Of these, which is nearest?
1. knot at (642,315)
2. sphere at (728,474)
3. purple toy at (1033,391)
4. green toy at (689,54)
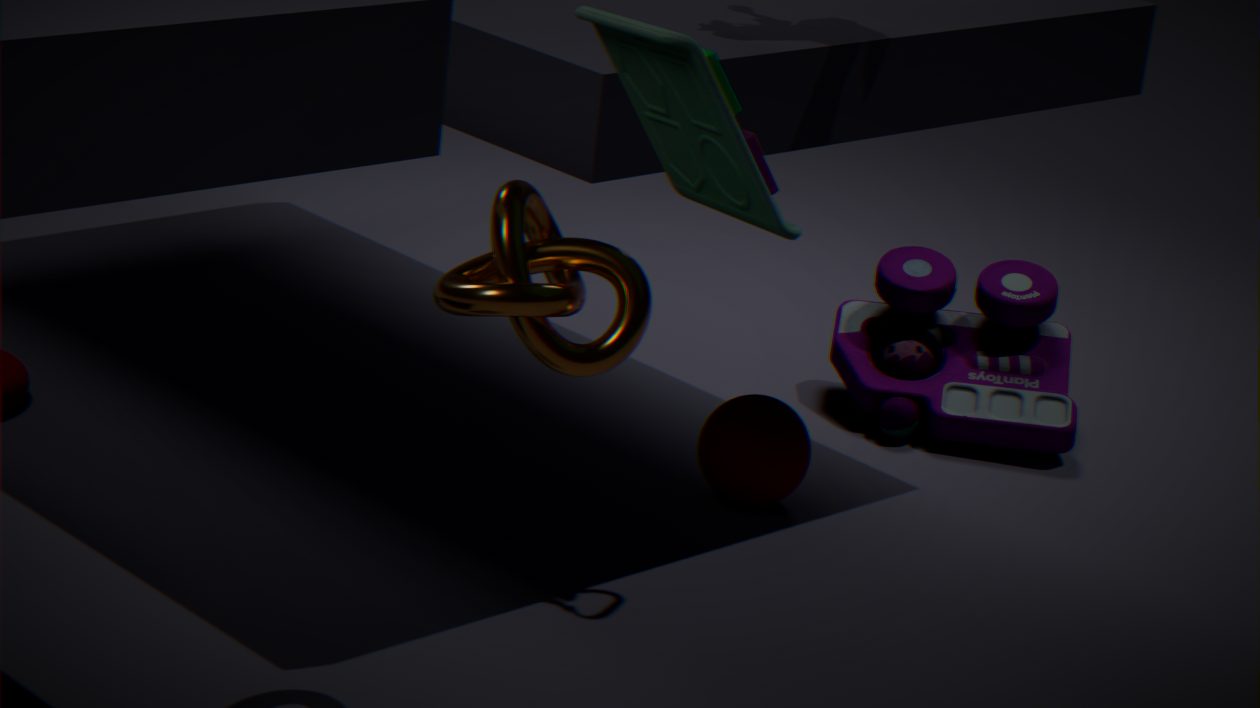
green toy at (689,54)
